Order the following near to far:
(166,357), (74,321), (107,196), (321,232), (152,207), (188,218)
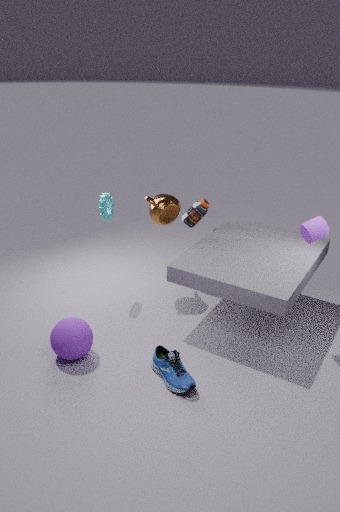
1. (166,357)
2. (74,321)
3. (321,232)
4. (107,196)
5. (152,207)
6. (188,218)
